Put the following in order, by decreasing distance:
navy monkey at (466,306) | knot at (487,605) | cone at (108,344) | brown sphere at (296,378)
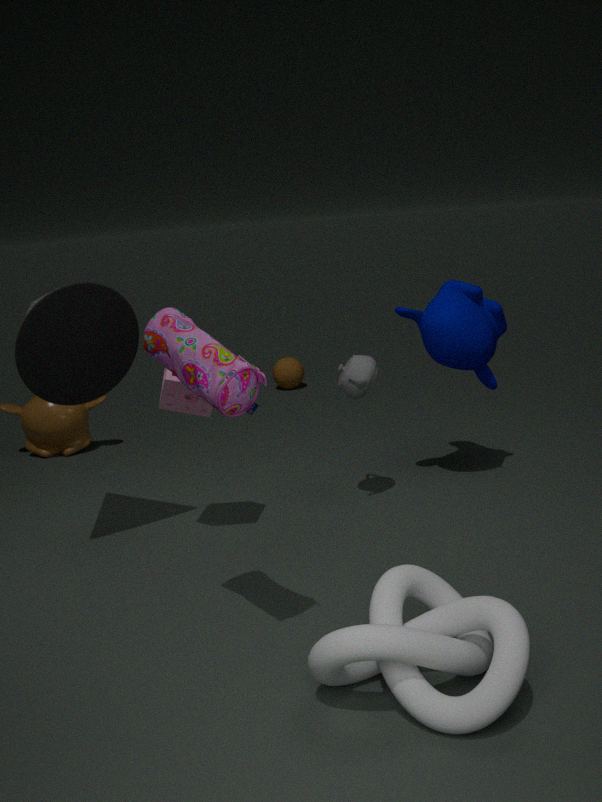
brown sphere at (296,378) < navy monkey at (466,306) < cone at (108,344) < knot at (487,605)
